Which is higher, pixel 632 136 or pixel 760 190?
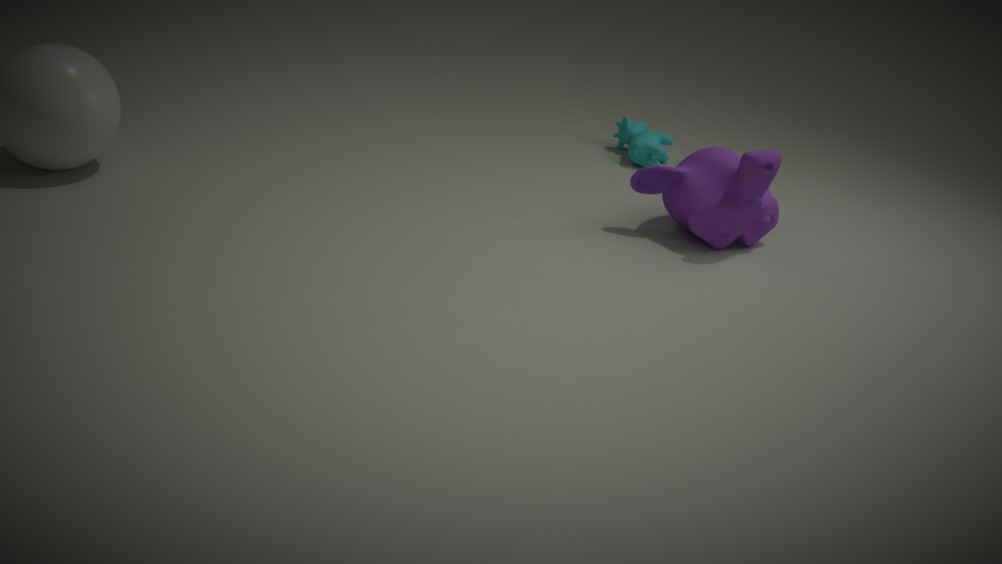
pixel 760 190
